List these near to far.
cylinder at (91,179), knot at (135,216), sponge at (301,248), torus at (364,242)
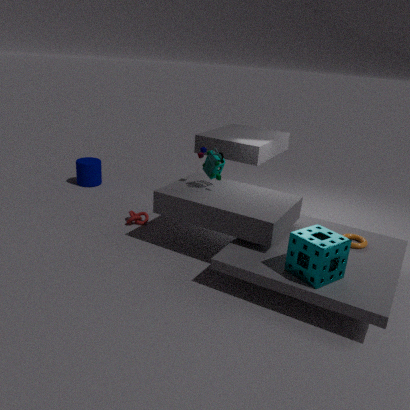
1. sponge at (301,248)
2. torus at (364,242)
3. knot at (135,216)
4. cylinder at (91,179)
